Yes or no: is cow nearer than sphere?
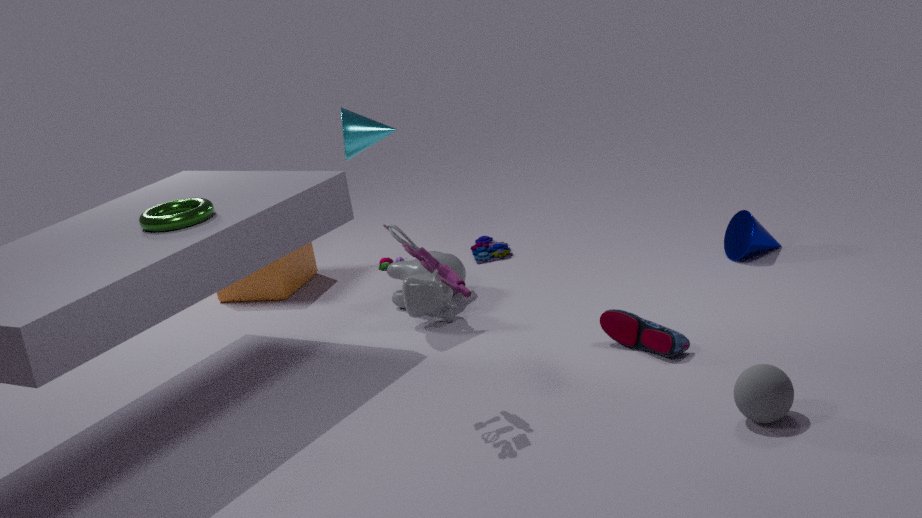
No
